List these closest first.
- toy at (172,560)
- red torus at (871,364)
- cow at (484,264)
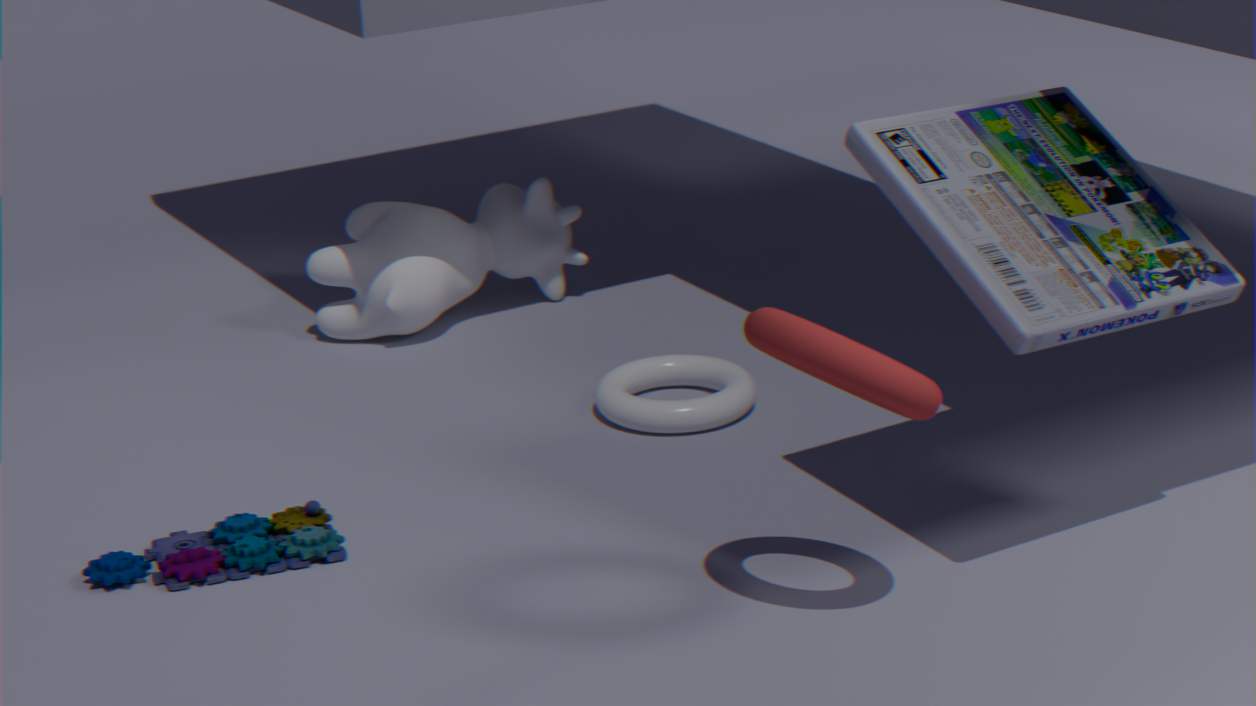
red torus at (871,364) → toy at (172,560) → cow at (484,264)
